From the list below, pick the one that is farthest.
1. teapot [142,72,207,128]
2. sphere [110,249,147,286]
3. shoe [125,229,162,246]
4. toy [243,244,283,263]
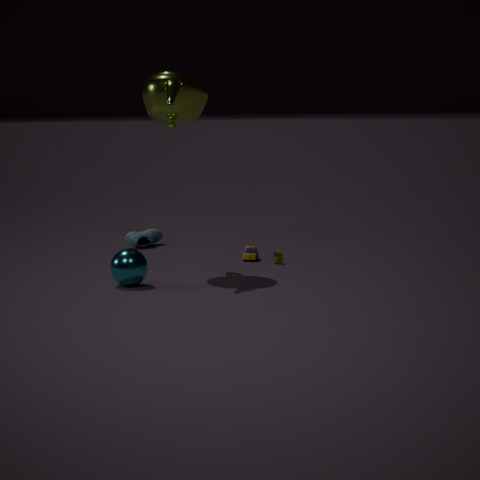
shoe [125,229,162,246]
